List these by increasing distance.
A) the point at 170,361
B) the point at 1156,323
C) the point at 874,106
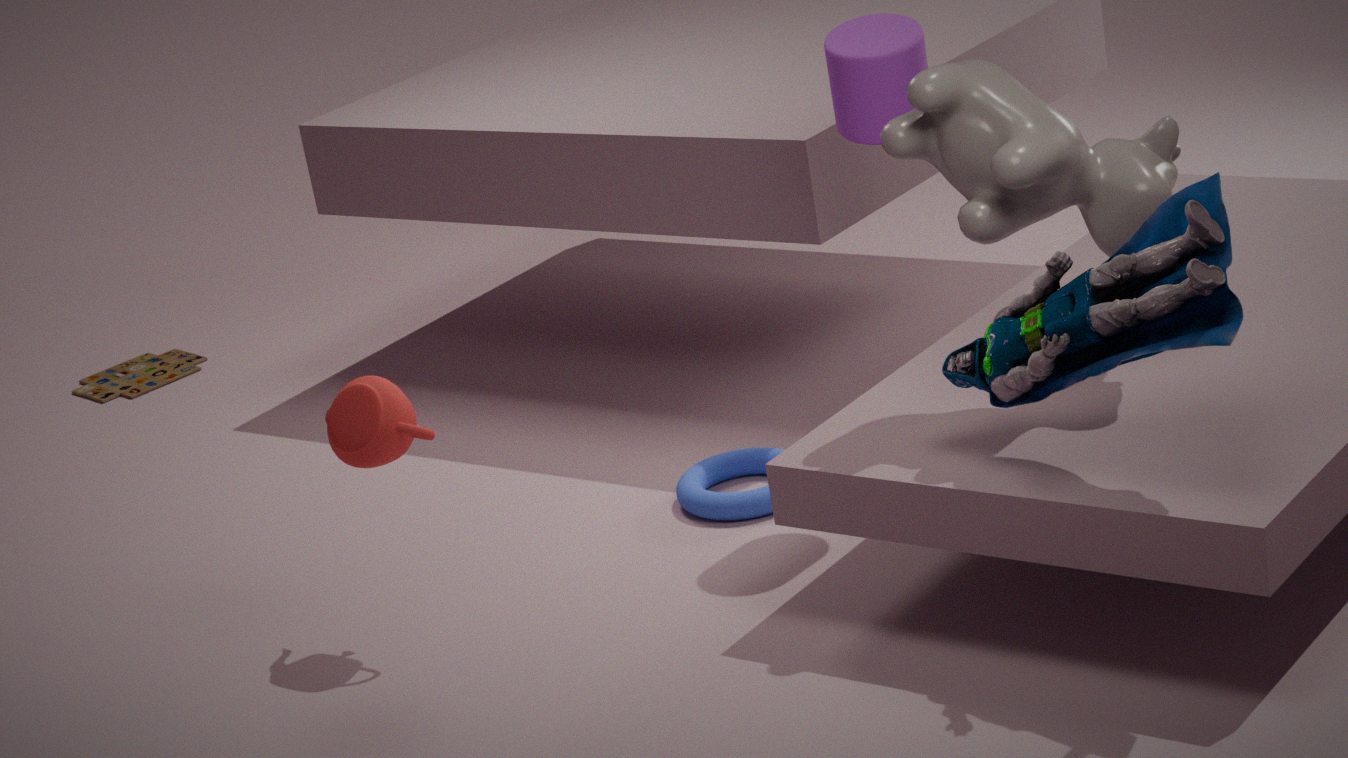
the point at 1156,323 < the point at 874,106 < the point at 170,361
